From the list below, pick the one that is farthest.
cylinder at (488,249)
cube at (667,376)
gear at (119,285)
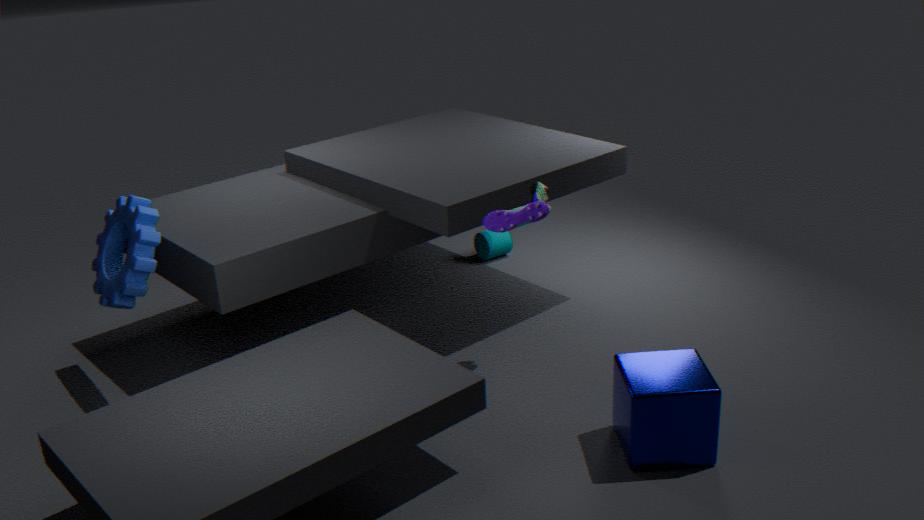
cylinder at (488,249)
